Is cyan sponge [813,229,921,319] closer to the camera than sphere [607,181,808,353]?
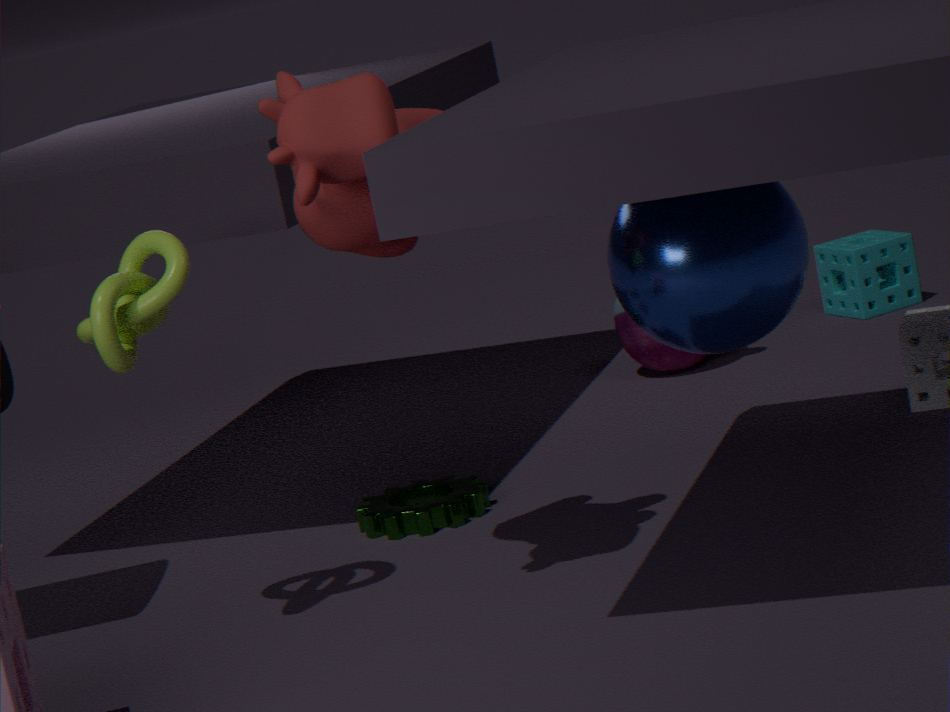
No
